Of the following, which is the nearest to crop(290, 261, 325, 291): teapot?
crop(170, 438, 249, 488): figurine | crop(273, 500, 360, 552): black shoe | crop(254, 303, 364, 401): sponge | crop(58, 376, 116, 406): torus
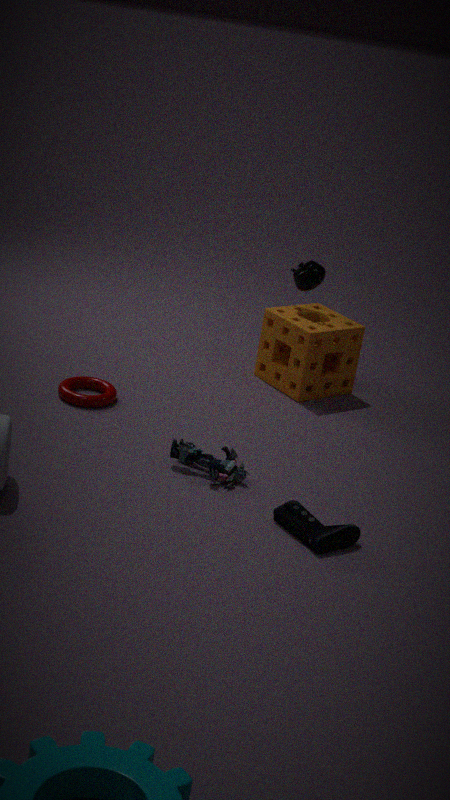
crop(254, 303, 364, 401): sponge
